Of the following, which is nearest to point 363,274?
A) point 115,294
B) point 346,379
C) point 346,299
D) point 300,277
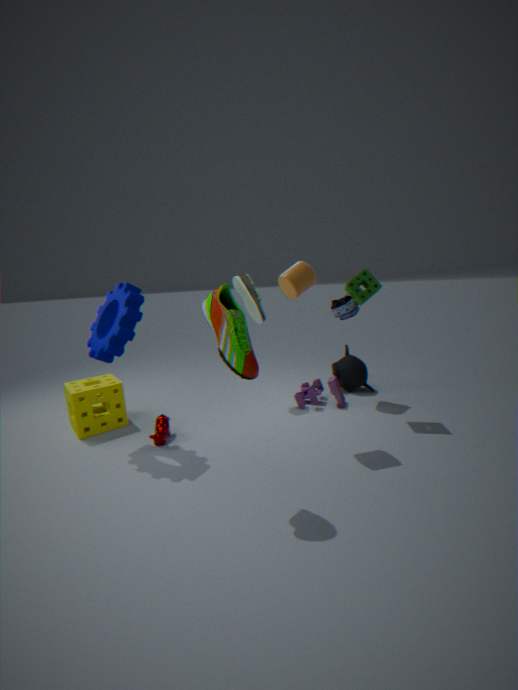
point 346,299
